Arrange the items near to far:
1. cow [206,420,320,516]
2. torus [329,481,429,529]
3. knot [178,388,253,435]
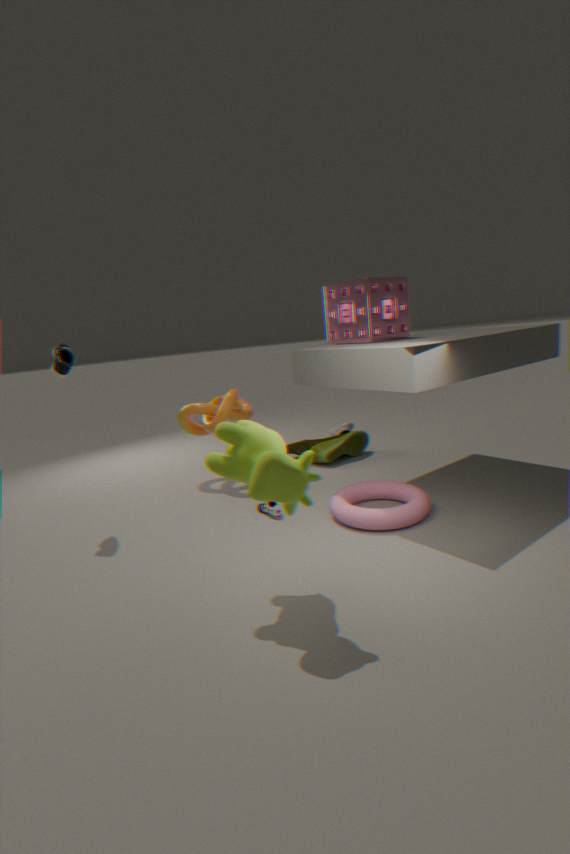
cow [206,420,320,516], torus [329,481,429,529], knot [178,388,253,435]
